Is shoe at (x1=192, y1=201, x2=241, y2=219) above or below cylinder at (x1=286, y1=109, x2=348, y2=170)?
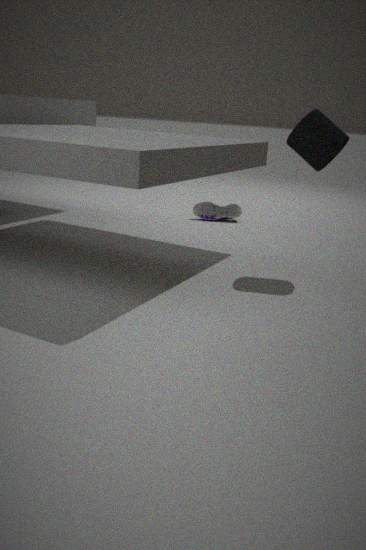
below
